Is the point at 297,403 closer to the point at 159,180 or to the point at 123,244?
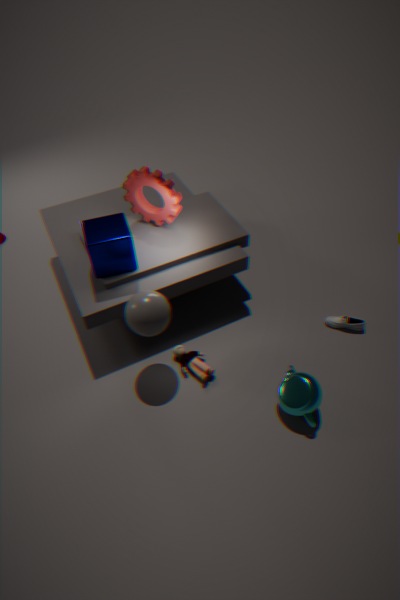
the point at 123,244
